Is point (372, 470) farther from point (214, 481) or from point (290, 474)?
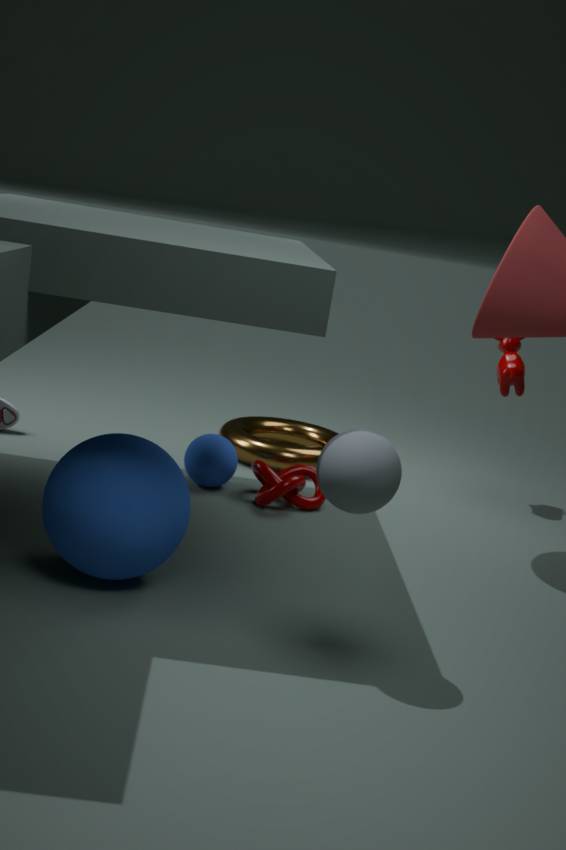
point (214, 481)
